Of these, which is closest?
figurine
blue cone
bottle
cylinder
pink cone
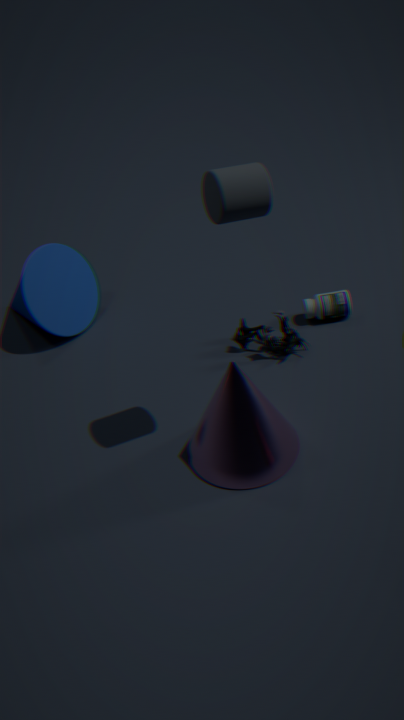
cylinder
